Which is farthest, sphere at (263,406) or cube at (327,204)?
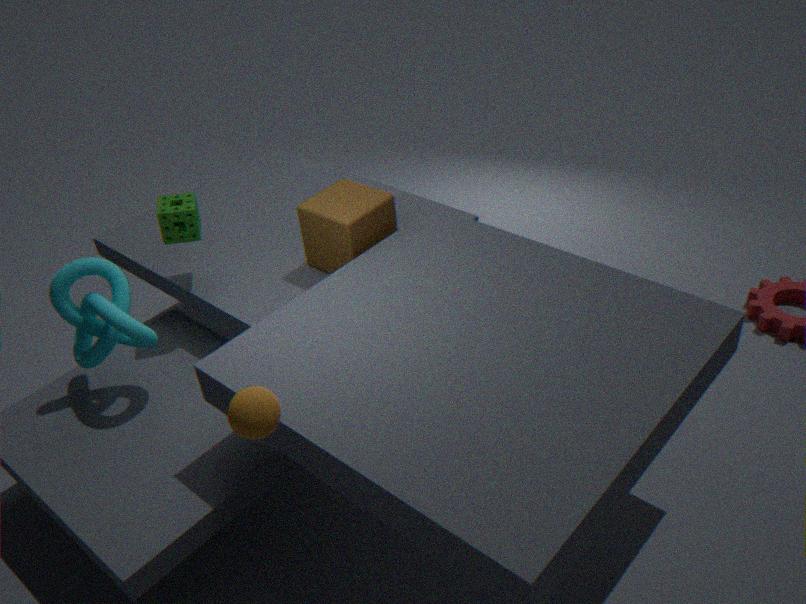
cube at (327,204)
